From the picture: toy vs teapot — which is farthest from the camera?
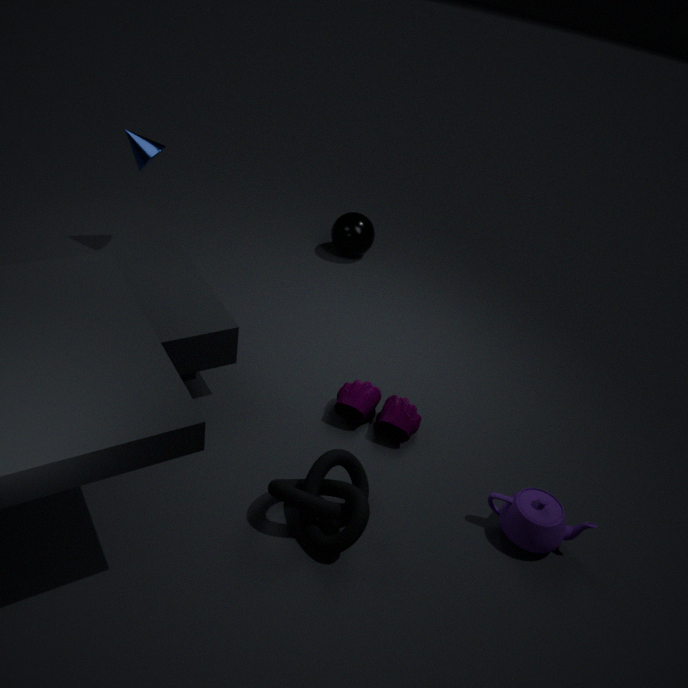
toy
